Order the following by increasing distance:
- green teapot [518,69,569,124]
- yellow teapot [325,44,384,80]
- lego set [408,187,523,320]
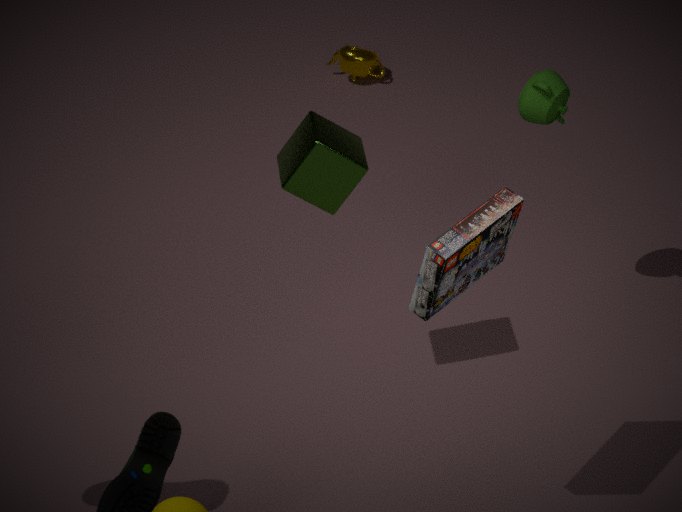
lego set [408,187,523,320], green teapot [518,69,569,124], yellow teapot [325,44,384,80]
